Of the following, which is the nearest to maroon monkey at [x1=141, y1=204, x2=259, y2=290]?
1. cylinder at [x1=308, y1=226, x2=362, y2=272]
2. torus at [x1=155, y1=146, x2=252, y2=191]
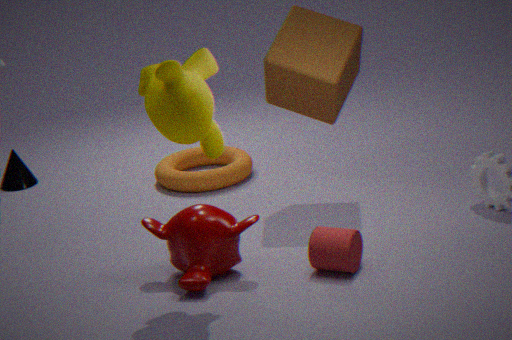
cylinder at [x1=308, y1=226, x2=362, y2=272]
